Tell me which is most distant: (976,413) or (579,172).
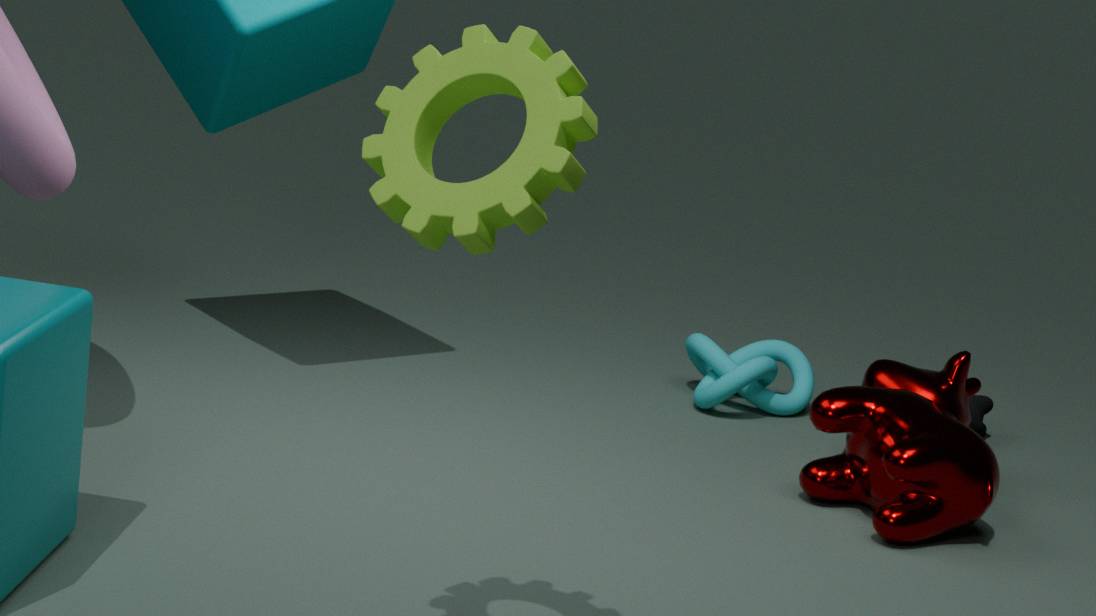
(976,413)
